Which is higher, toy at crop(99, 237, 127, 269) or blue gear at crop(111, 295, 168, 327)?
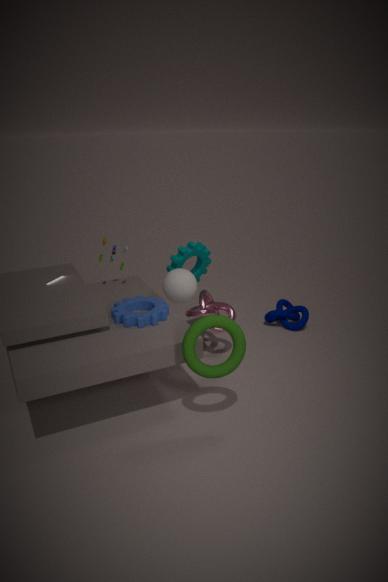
toy at crop(99, 237, 127, 269)
